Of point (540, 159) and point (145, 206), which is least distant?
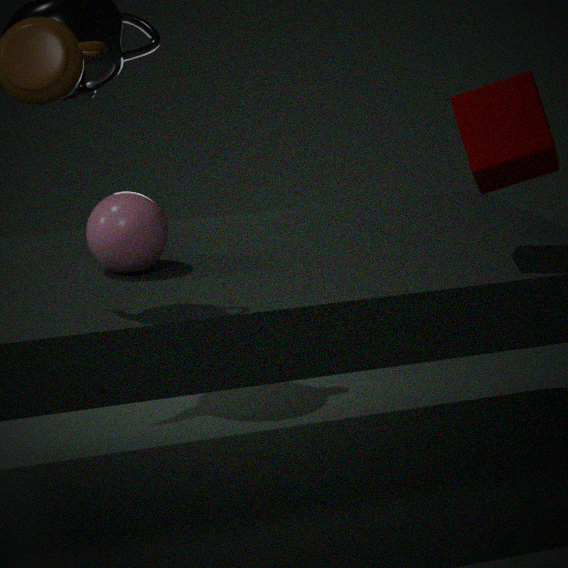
point (540, 159)
